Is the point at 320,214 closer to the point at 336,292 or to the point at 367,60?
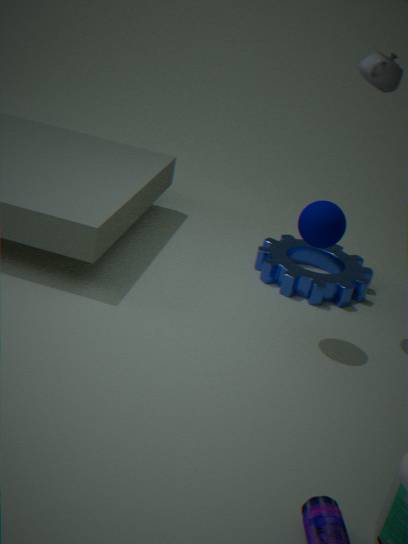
the point at 367,60
